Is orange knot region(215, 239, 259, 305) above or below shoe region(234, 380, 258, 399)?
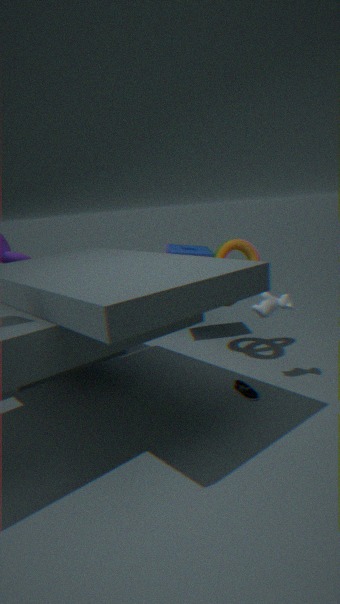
above
